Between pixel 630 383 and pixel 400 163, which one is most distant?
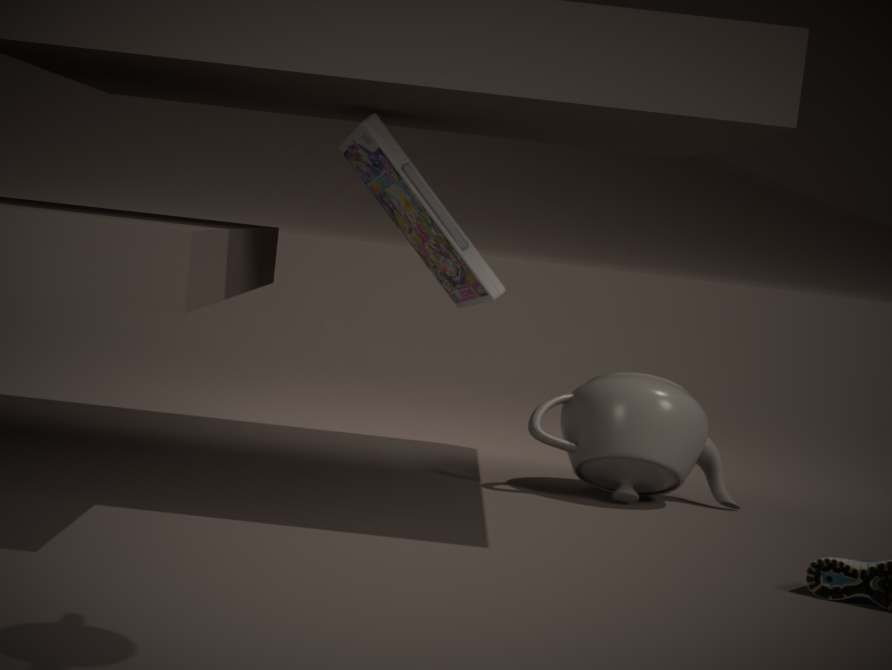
pixel 630 383
